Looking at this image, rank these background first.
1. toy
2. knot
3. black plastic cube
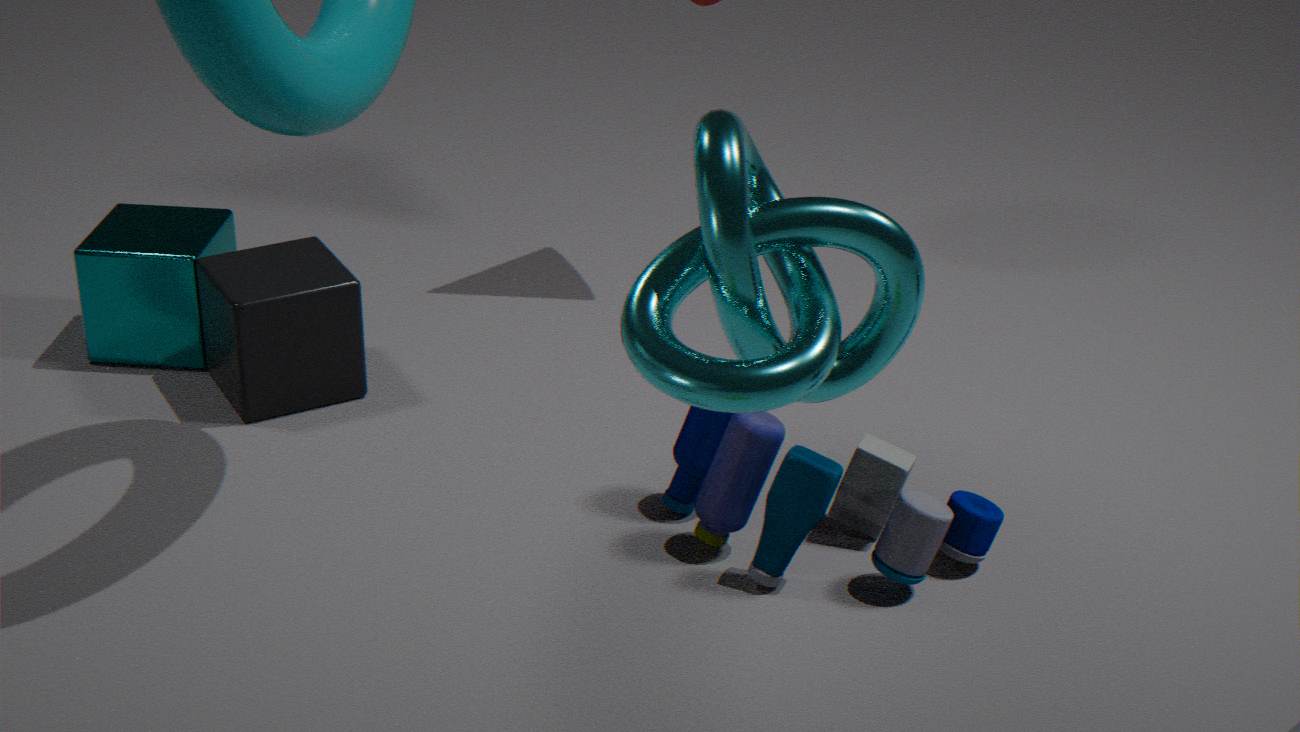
black plastic cube → toy → knot
